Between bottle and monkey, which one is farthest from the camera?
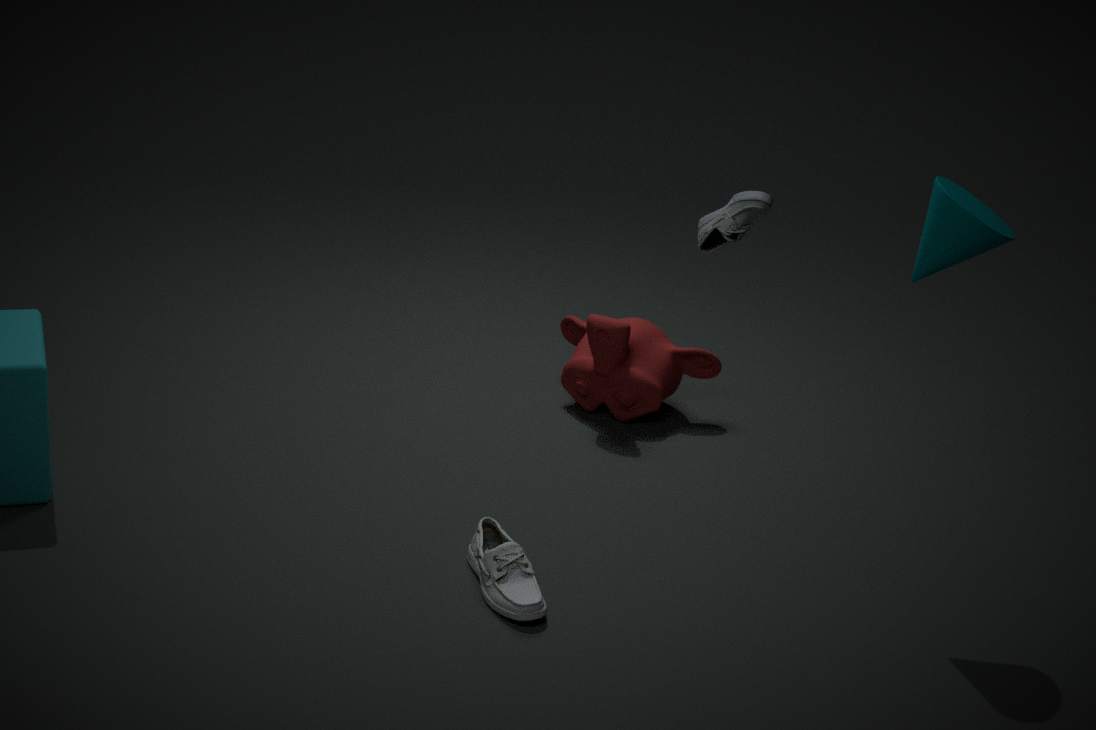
monkey
